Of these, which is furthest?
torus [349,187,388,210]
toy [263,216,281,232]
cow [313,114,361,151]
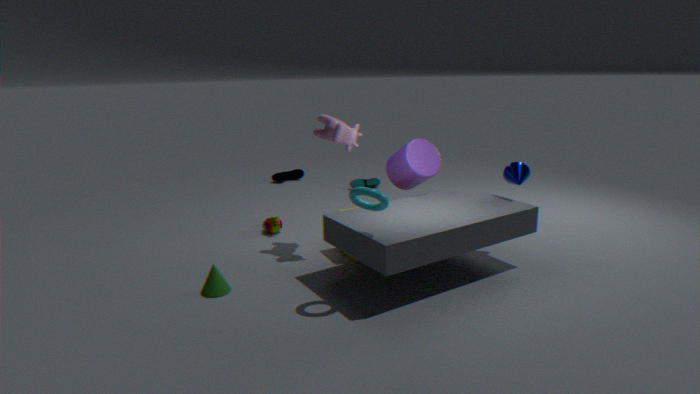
toy [263,216,281,232]
